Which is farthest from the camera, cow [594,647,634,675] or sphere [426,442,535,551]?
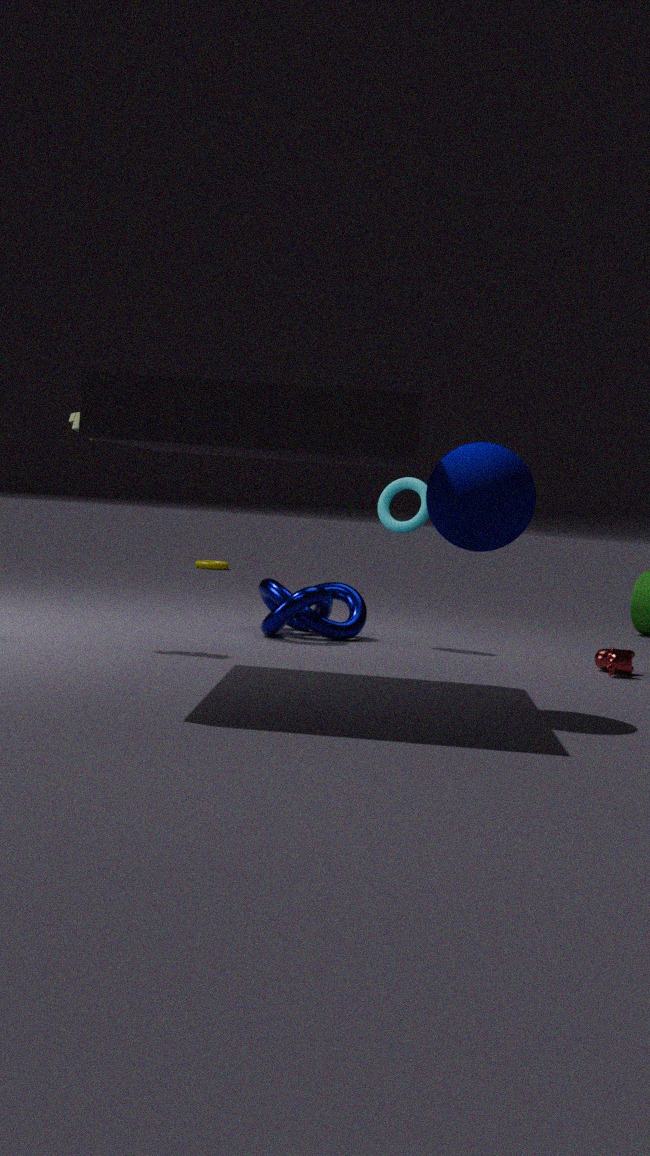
cow [594,647,634,675]
